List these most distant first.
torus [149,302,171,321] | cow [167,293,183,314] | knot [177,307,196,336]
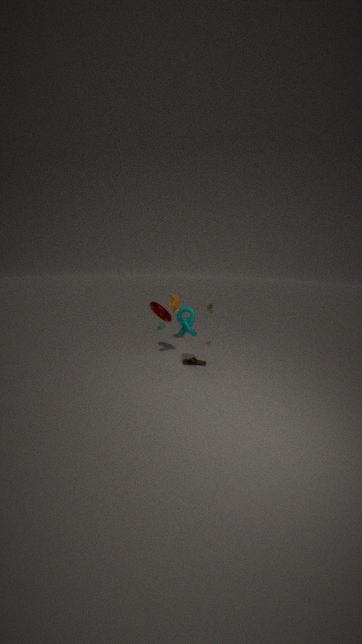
1. cow [167,293,183,314]
2. torus [149,302,171,321]
3. knot [177,307,196,336]
